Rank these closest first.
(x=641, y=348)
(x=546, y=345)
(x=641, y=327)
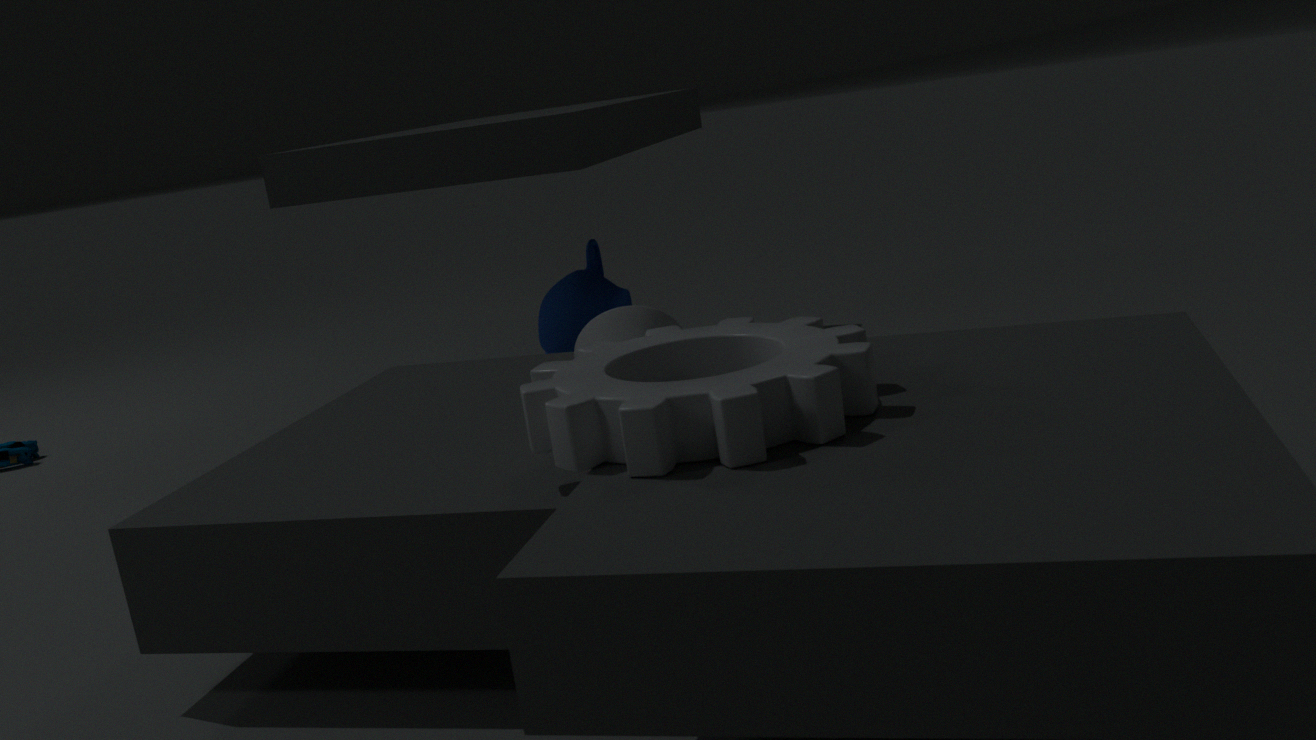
(x=641, y=348) → (x=641, y=327) → (x=546, y=345)
